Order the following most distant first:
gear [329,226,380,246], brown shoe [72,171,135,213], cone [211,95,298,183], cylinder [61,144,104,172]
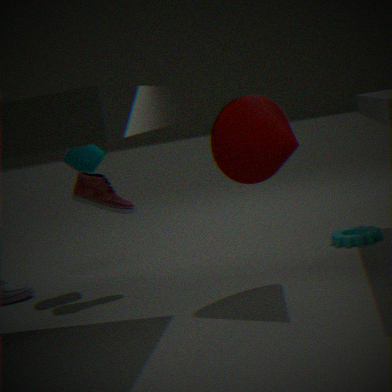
1. cylinder [61,144,104,172]
2. gear [329,226,380,246]
3. brown shoe [72,171,135,213]
4. cone [211,95,298,183]
